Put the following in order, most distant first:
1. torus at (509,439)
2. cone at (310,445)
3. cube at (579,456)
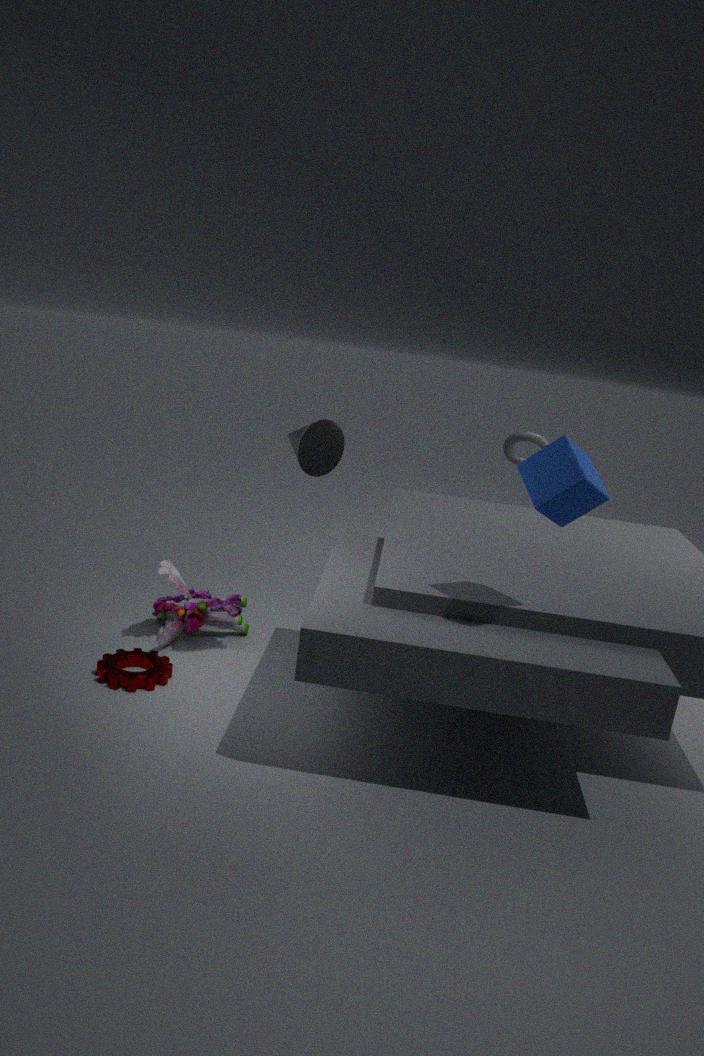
torus at (509,439) → cone at (310,445) → cube at (579,456)
